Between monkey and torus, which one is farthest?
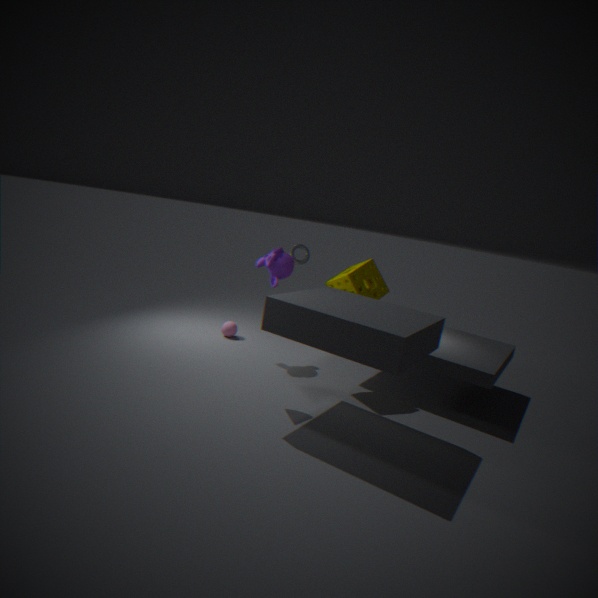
torus
